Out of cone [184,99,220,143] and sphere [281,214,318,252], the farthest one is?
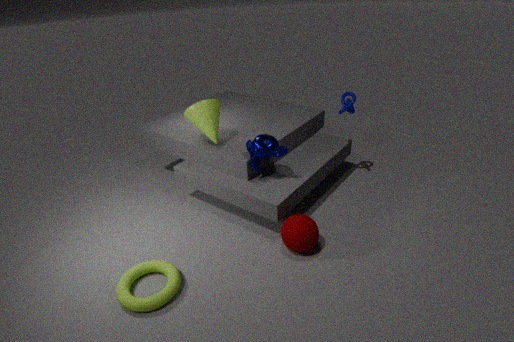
cone [184,99,220,143]
